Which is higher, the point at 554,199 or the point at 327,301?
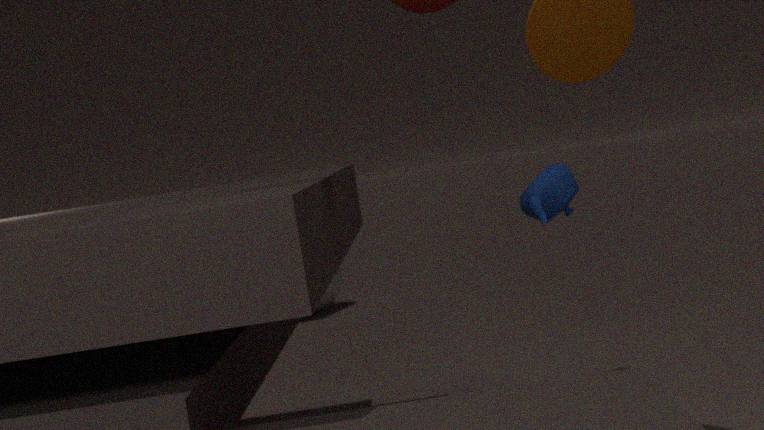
the point at 554,199
